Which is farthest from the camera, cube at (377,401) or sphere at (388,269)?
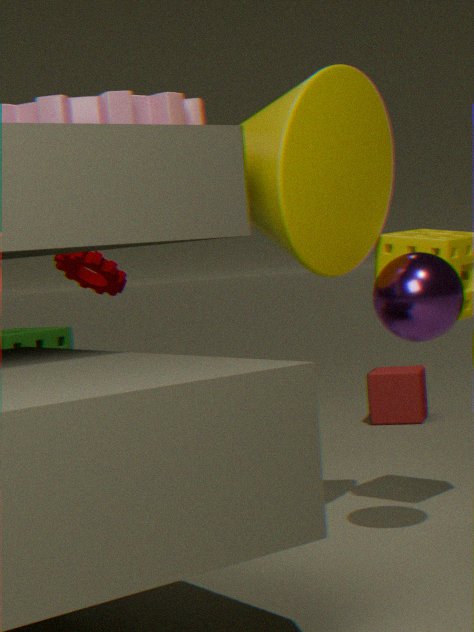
cube at (377,401)
